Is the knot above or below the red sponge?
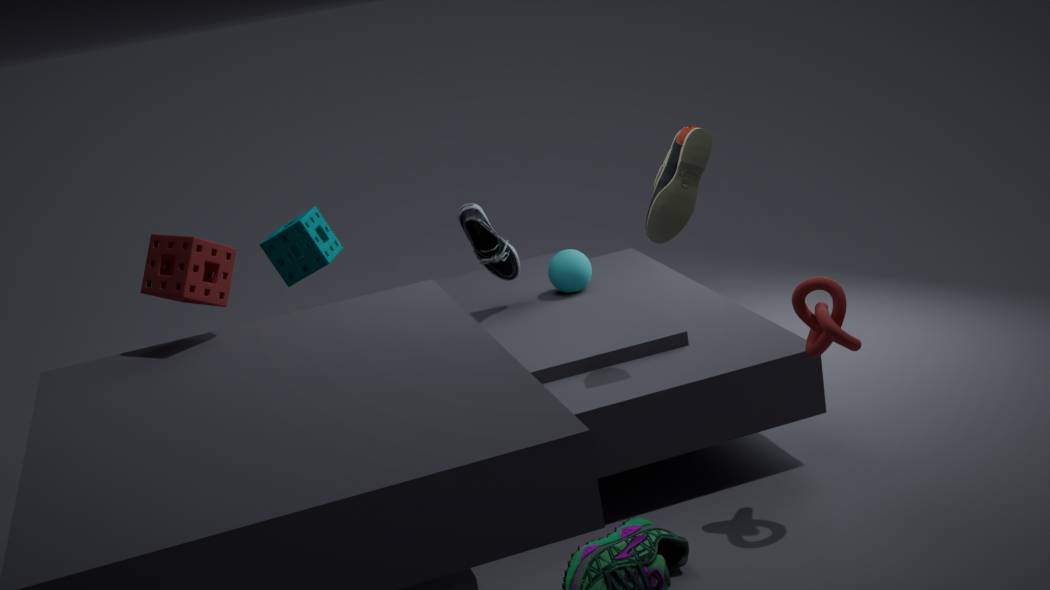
below
